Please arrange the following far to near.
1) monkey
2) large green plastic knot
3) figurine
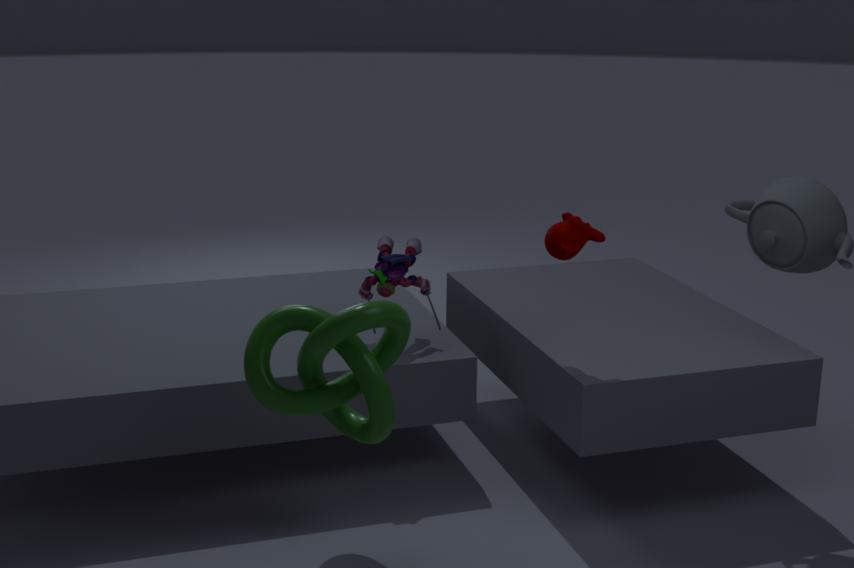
3. figurine
1. monkey
2. large green plastic knot
